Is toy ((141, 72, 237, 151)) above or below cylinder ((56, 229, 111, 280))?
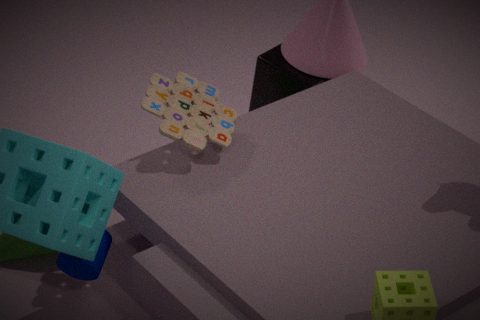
above
